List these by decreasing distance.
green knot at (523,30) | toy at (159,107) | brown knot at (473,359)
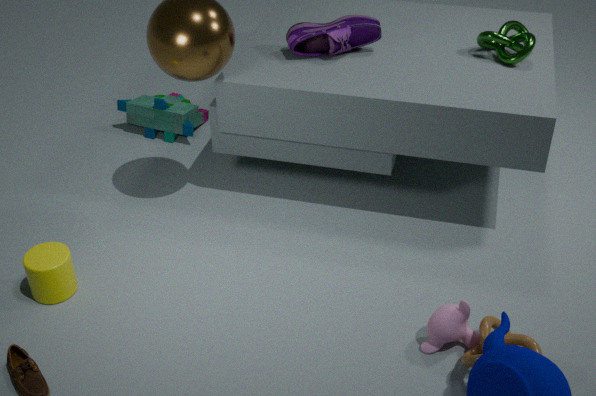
toy at (159,107) < green knot at (523,30) < brown knot at (473,359)
